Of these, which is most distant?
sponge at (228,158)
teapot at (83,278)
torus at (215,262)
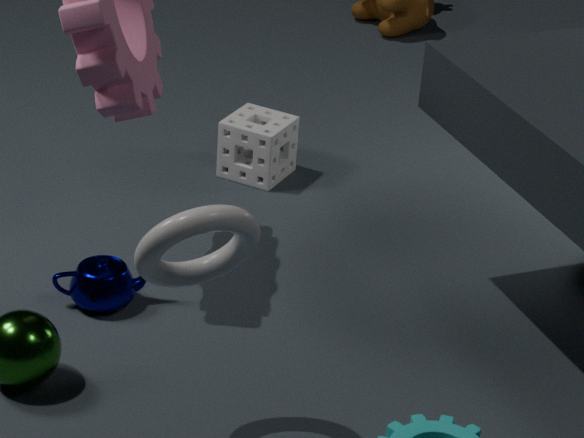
sponge at (228,158)
